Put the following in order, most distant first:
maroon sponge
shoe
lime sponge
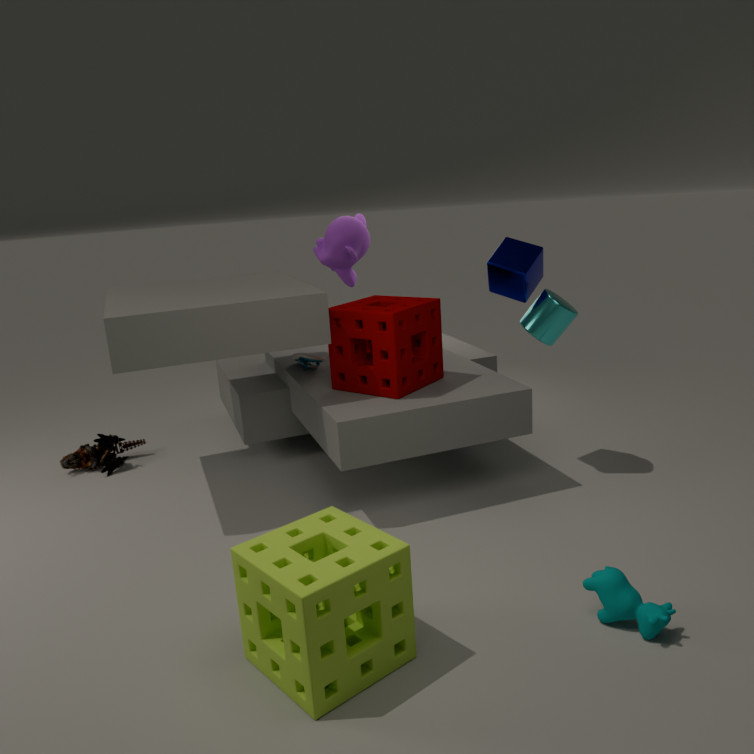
shoe → maroon sponge → lime sponge
